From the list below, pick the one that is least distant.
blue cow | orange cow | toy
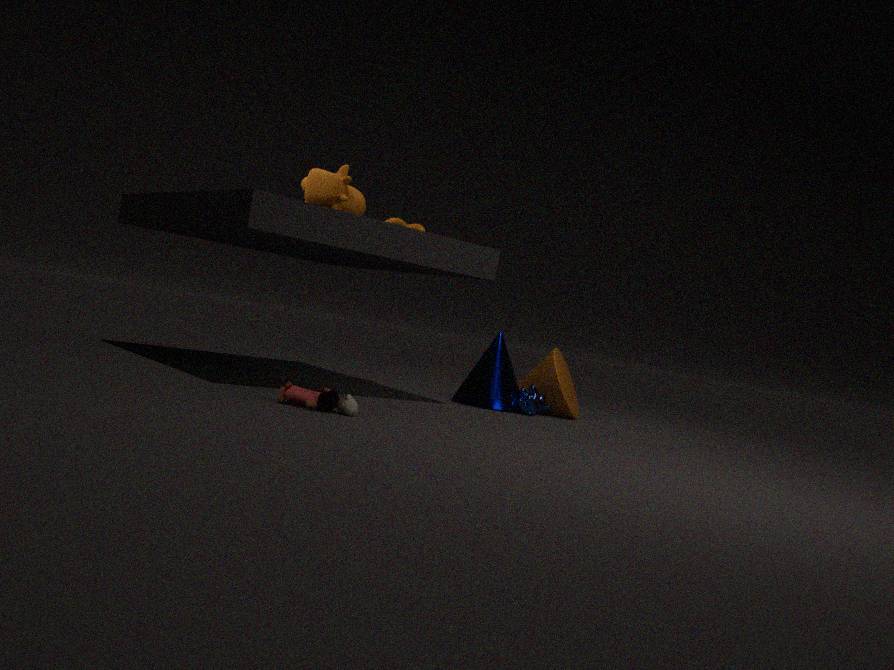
toy
